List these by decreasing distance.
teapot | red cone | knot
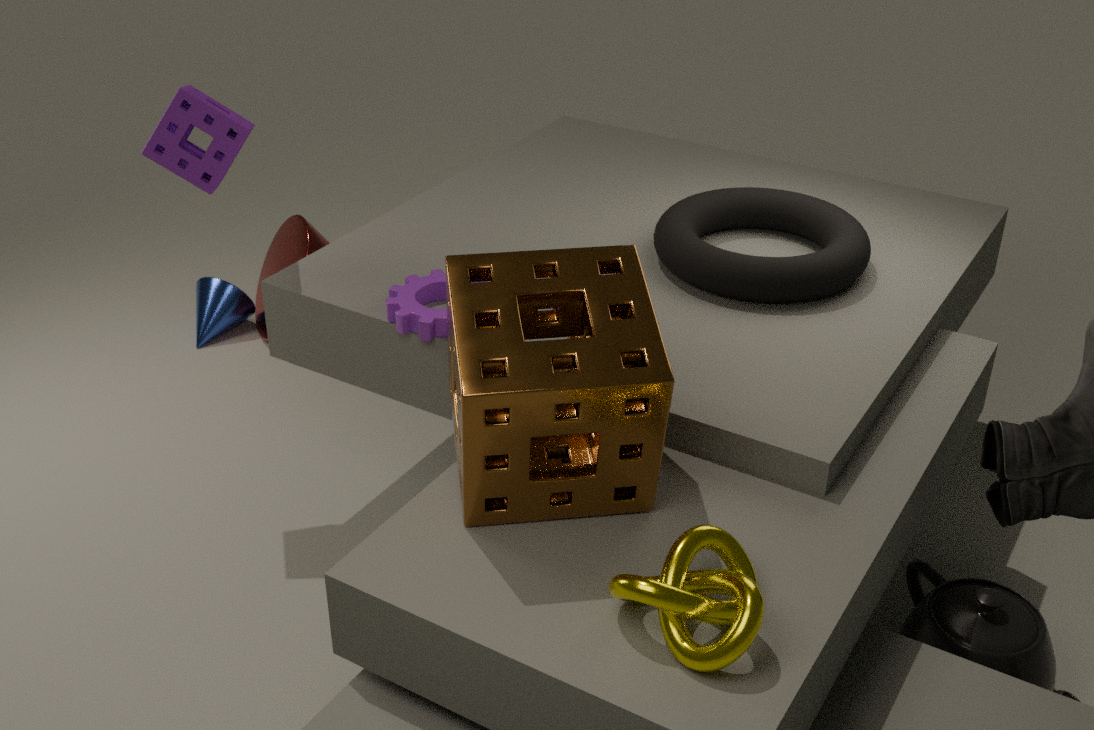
red cone → teapot → knot
